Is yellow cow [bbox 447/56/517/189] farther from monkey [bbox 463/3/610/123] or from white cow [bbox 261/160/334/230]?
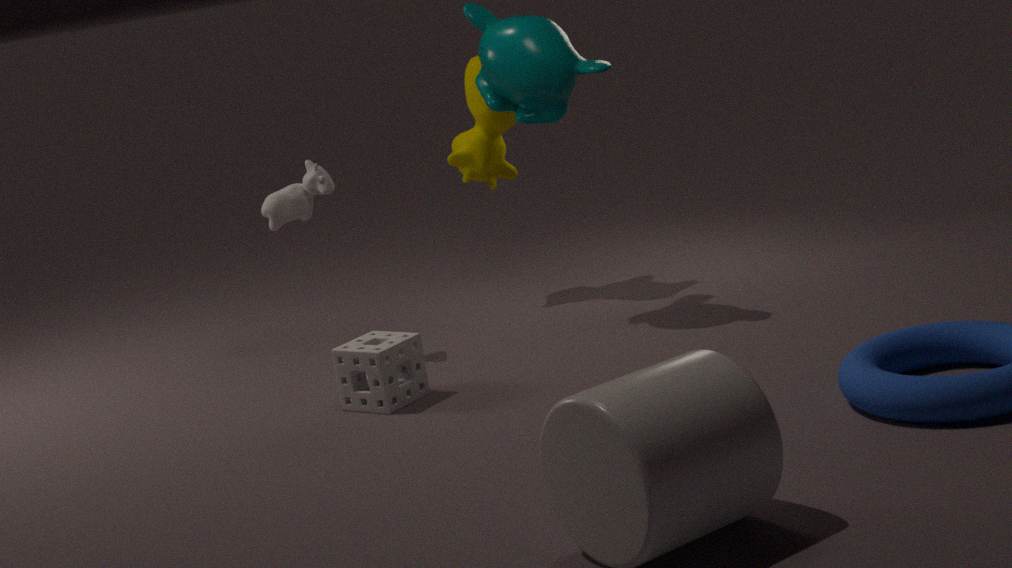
white cow [bbox 261/160/334/230]
